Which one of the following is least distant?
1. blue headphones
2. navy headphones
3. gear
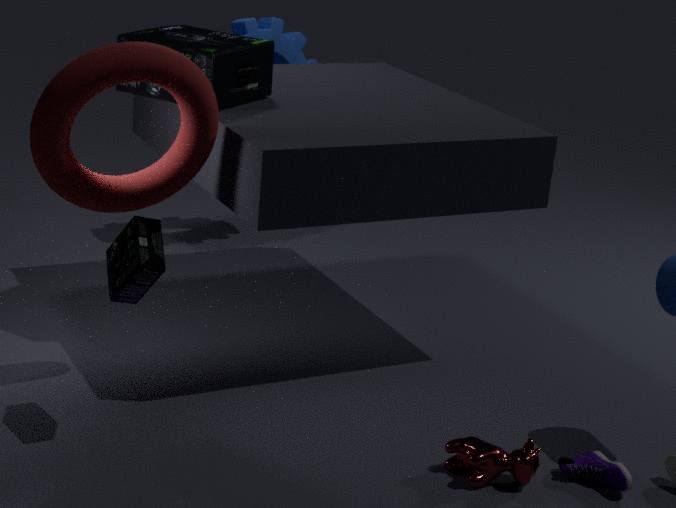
navy headphones
